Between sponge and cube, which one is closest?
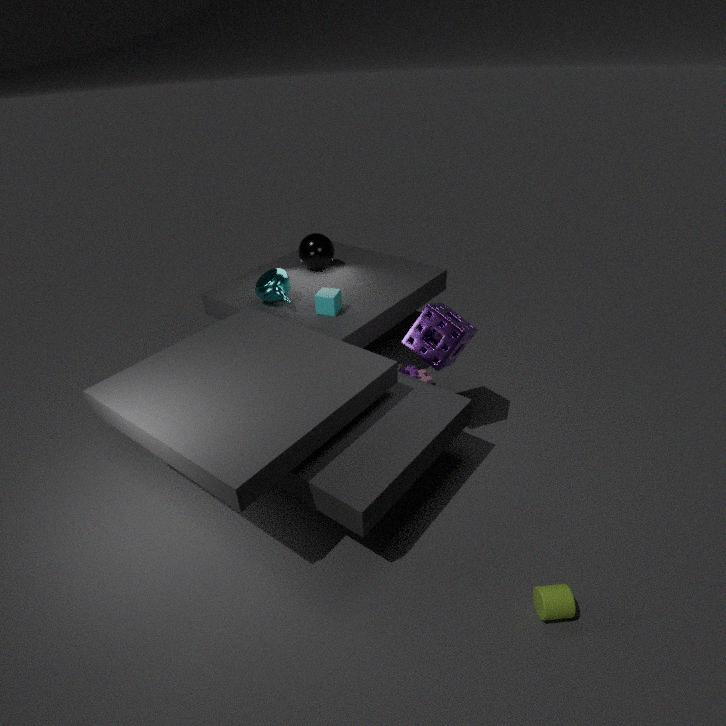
sponge
